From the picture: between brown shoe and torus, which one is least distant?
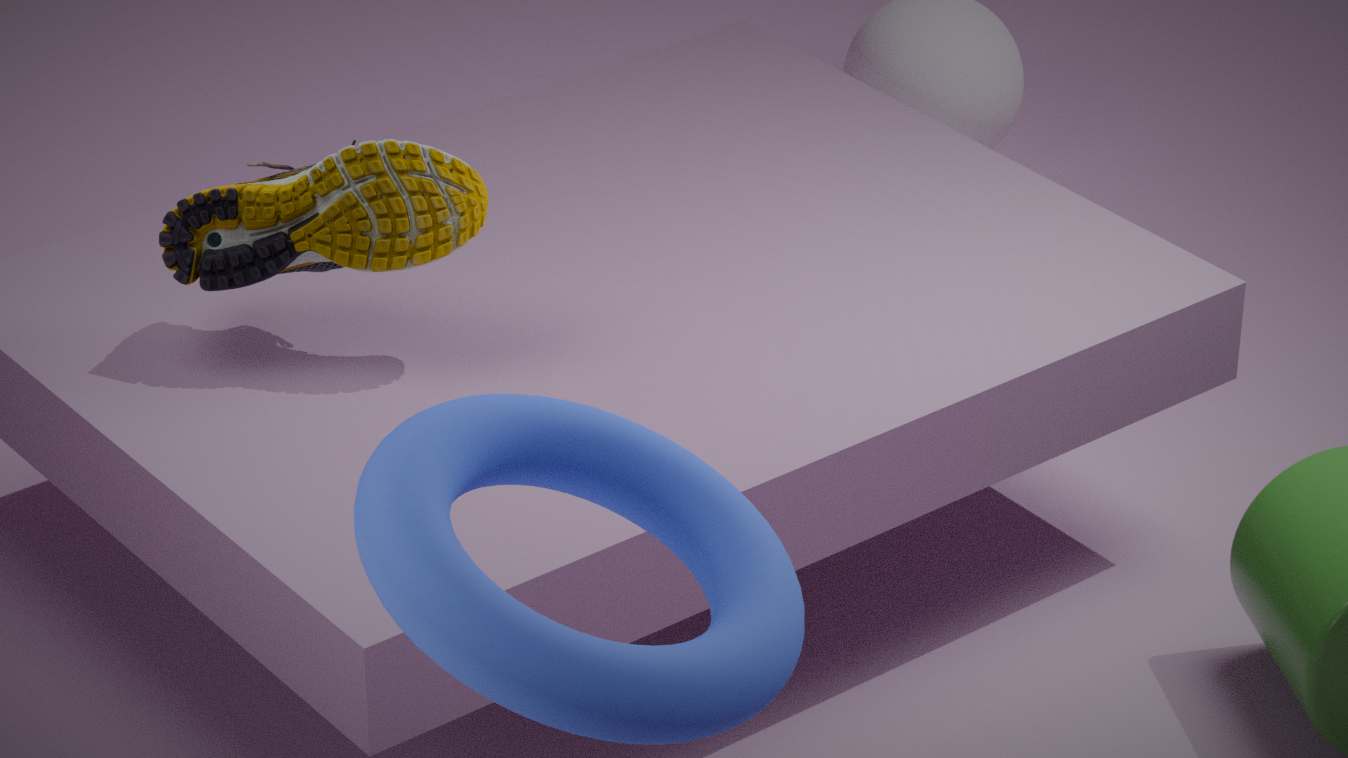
torus
